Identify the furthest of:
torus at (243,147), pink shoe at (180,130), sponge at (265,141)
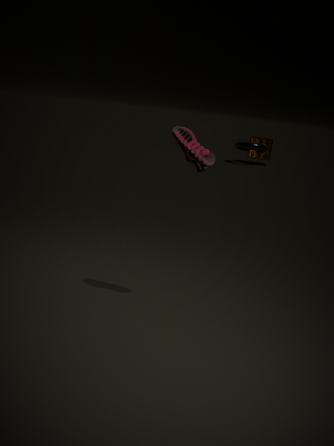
sponge at (265,141)
